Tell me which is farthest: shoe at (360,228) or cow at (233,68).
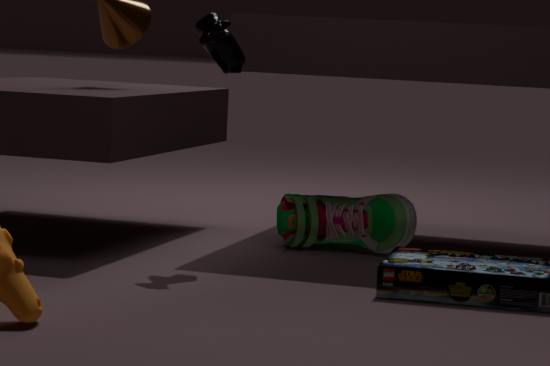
shoe at (360,228)
